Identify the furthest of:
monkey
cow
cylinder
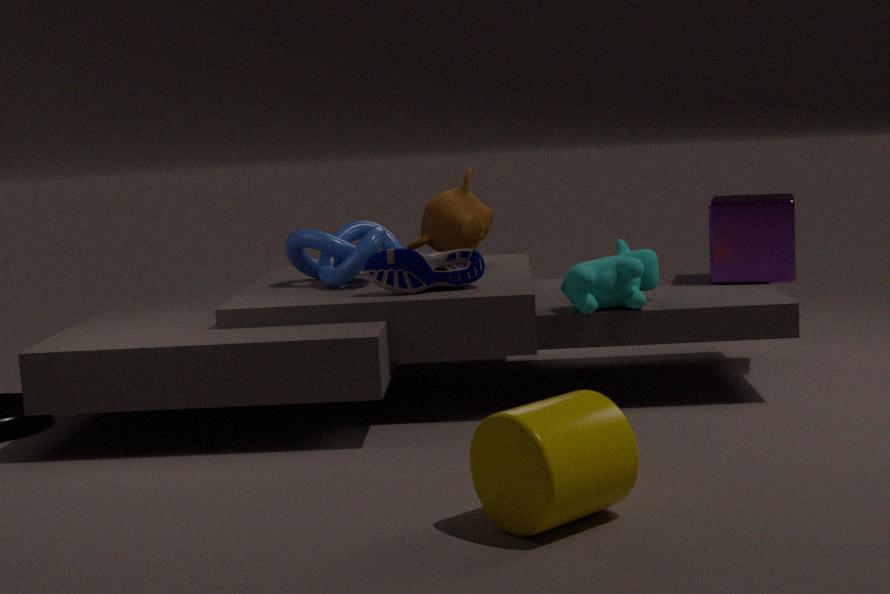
monkey
